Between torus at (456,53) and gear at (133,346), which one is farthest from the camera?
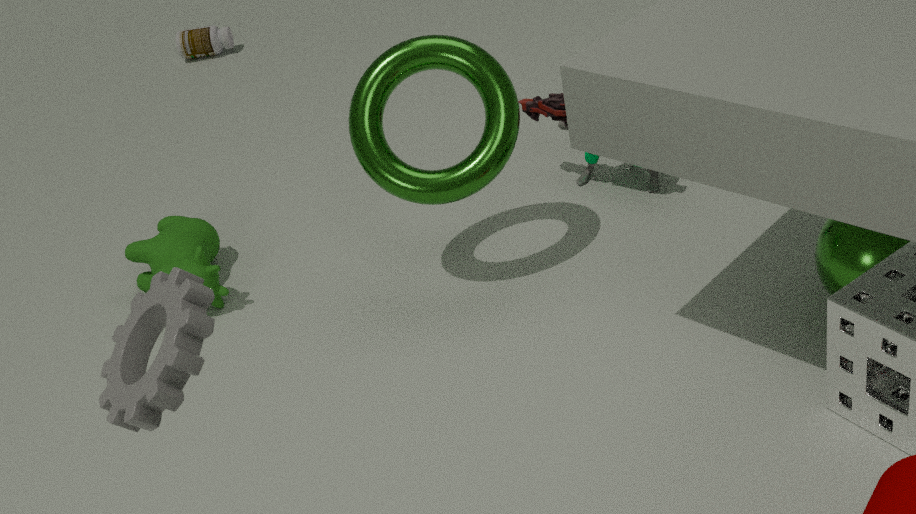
torus at (456,53)
